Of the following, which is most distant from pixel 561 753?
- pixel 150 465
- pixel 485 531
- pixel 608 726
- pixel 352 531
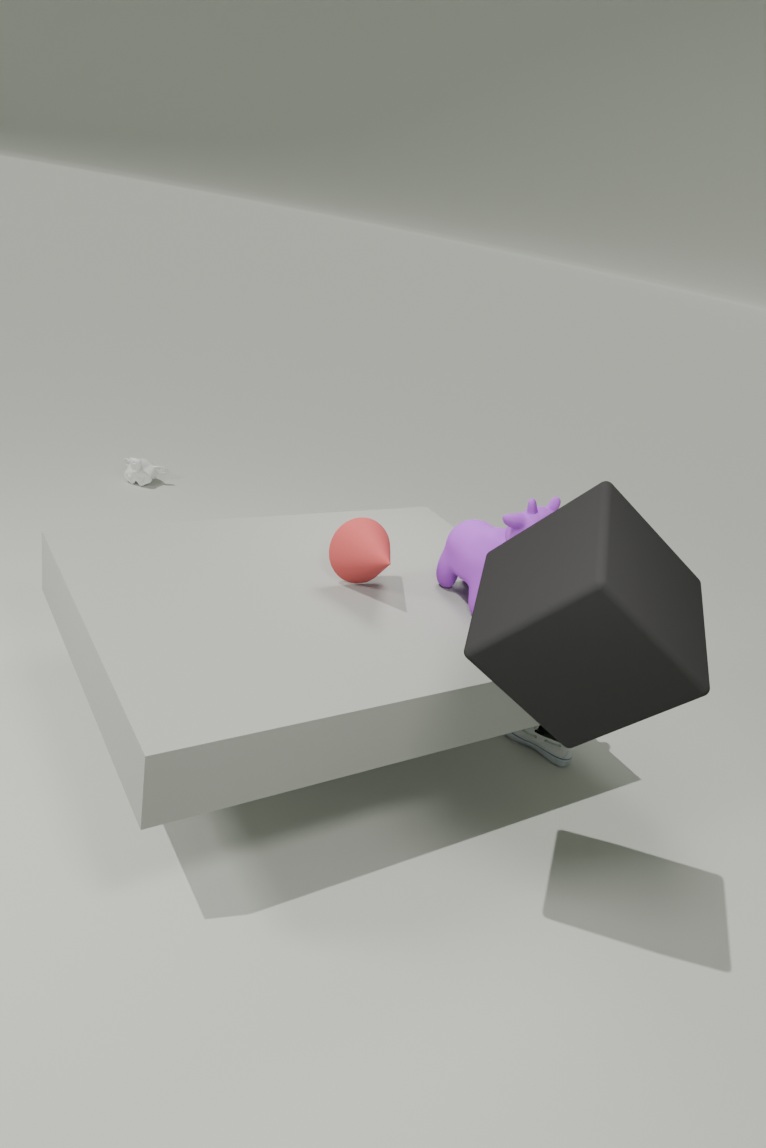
pixel 150 465
